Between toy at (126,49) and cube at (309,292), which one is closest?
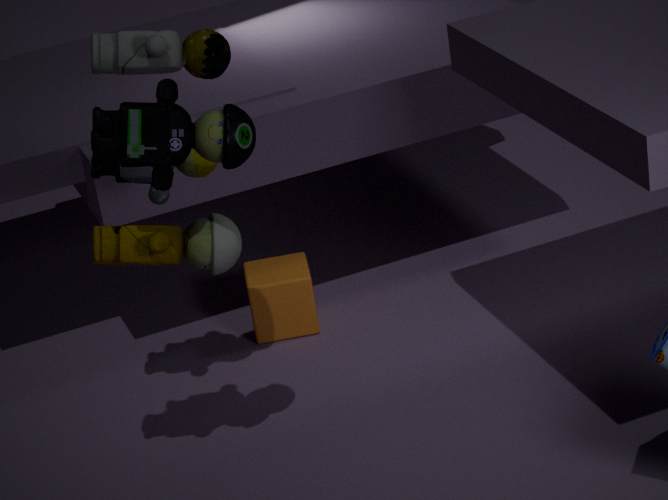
toy at (126,49)
